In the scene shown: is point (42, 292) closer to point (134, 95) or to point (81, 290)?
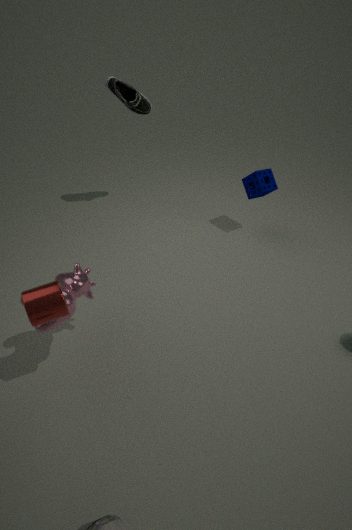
point (81, 290)
